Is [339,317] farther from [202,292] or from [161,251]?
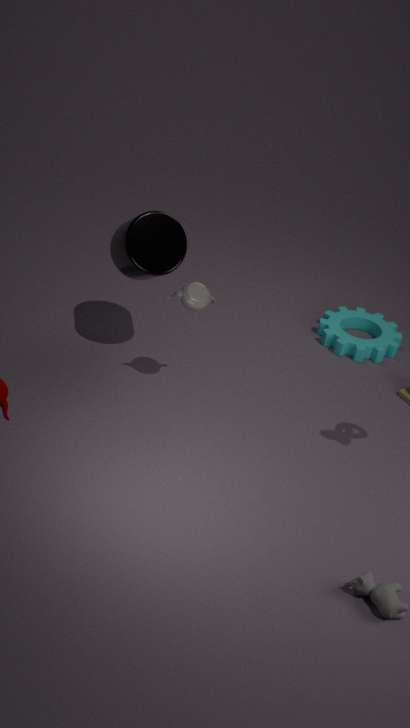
[161,251]
